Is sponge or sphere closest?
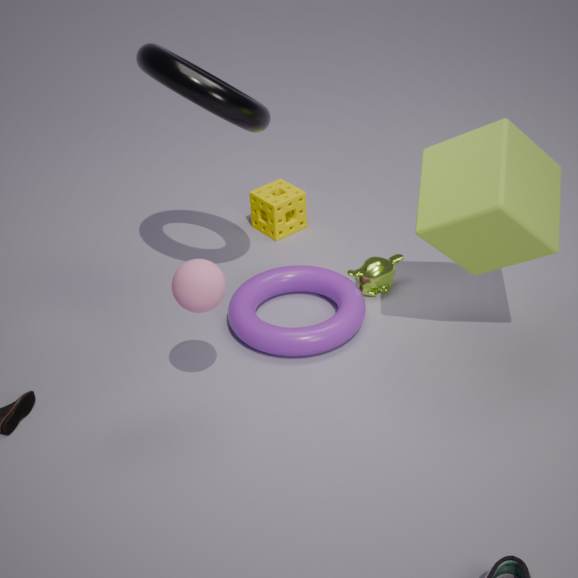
sphere
